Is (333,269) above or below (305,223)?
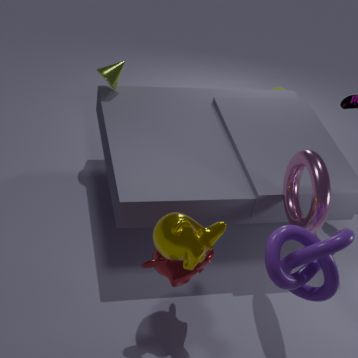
below
